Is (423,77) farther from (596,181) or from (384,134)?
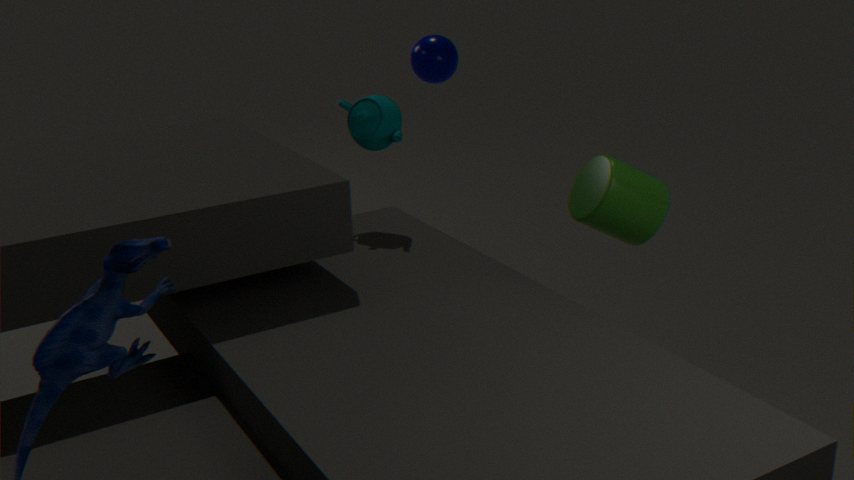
(596,181)
